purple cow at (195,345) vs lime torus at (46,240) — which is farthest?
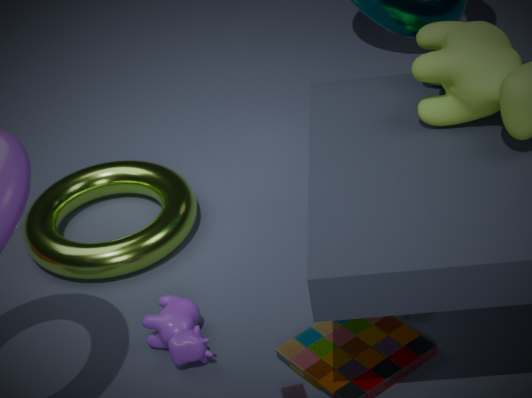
lime torus at (46,240)
